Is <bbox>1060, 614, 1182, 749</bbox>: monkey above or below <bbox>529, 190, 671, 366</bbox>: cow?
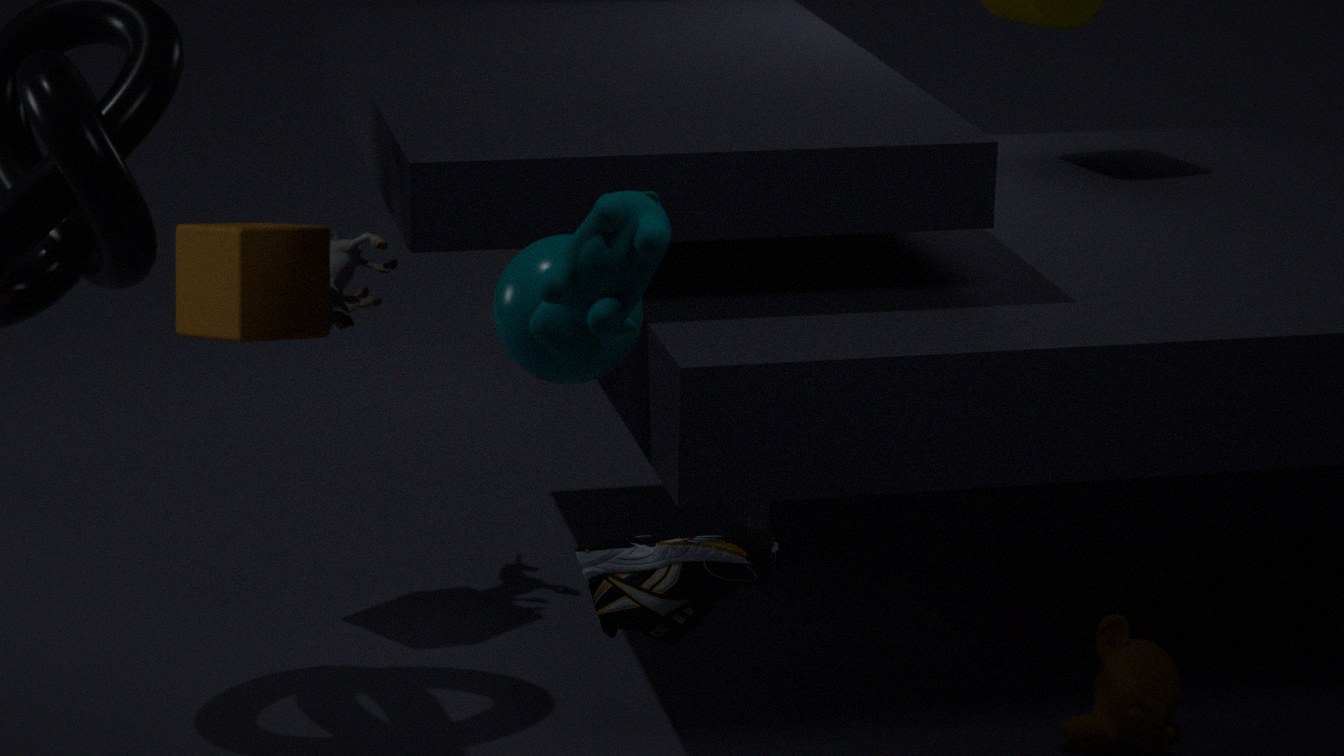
below
